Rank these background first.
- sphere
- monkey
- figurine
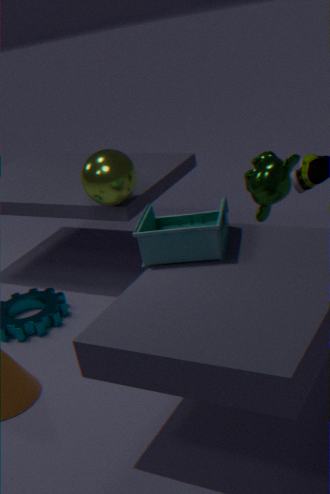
monkey
sphere
figurine
